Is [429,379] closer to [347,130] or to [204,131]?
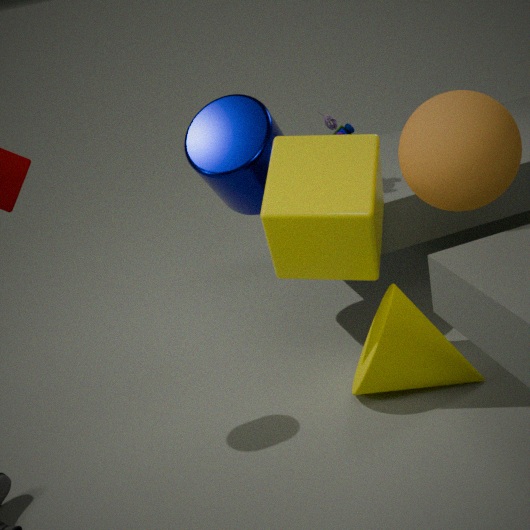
[347,130]
